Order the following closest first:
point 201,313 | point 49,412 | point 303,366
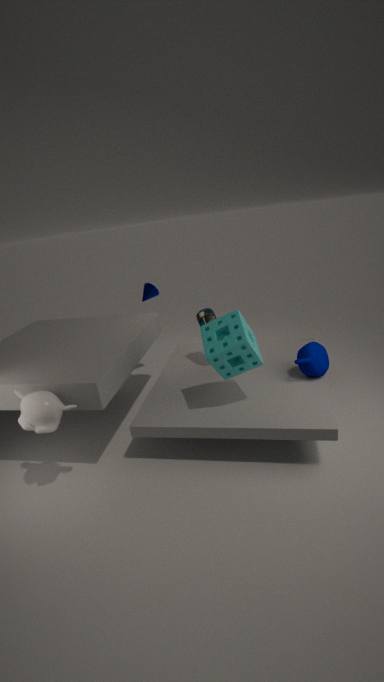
point 49,412, point 303,366, point 201,313
